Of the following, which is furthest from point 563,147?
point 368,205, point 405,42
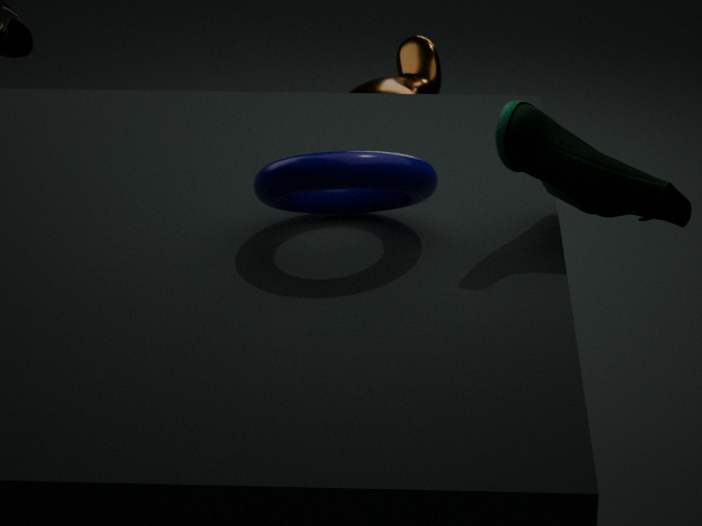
point 405,42
